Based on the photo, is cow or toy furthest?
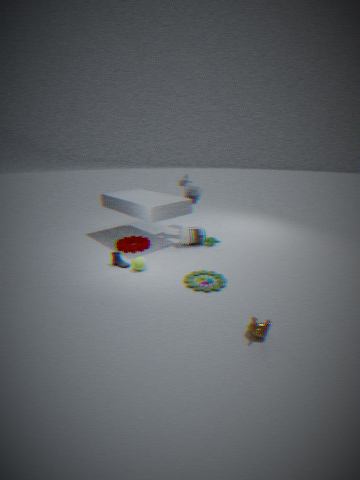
cow
